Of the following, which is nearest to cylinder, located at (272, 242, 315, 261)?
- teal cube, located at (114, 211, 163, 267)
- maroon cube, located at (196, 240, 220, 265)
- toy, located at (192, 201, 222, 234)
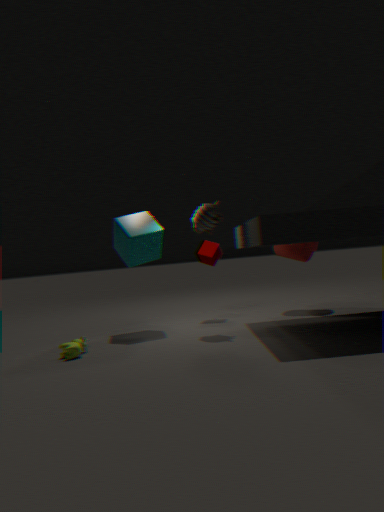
maroon cube, located at (196, 240, 220, 265)
